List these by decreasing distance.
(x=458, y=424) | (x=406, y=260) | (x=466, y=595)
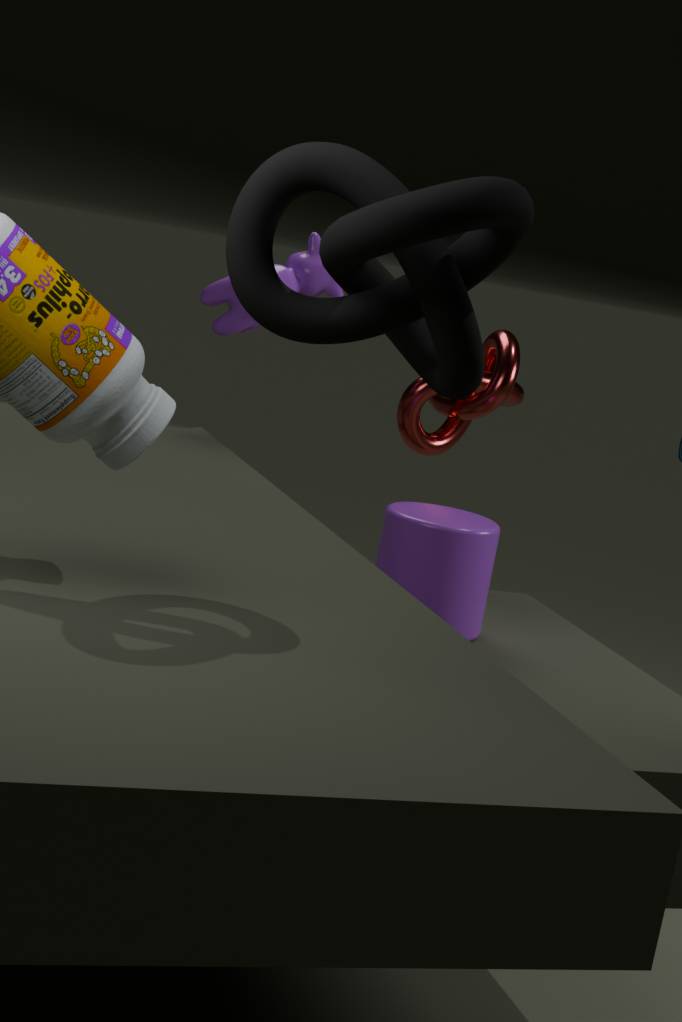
(x=458, y=424) → (x=466, y=595) → (x=406, y=260)
